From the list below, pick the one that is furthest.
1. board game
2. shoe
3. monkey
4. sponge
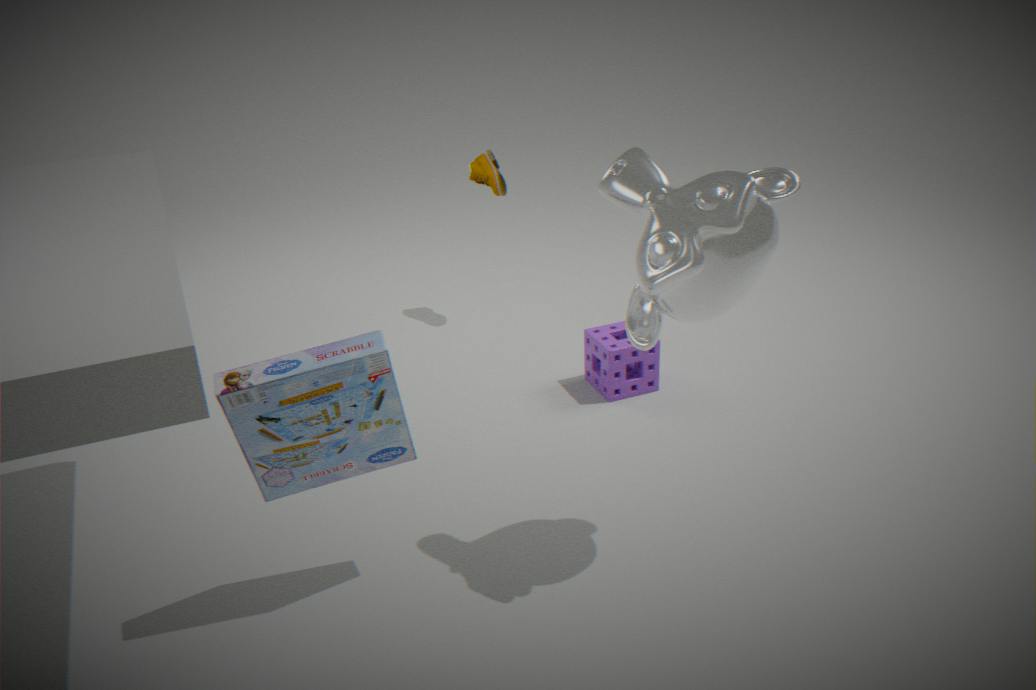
shoe
